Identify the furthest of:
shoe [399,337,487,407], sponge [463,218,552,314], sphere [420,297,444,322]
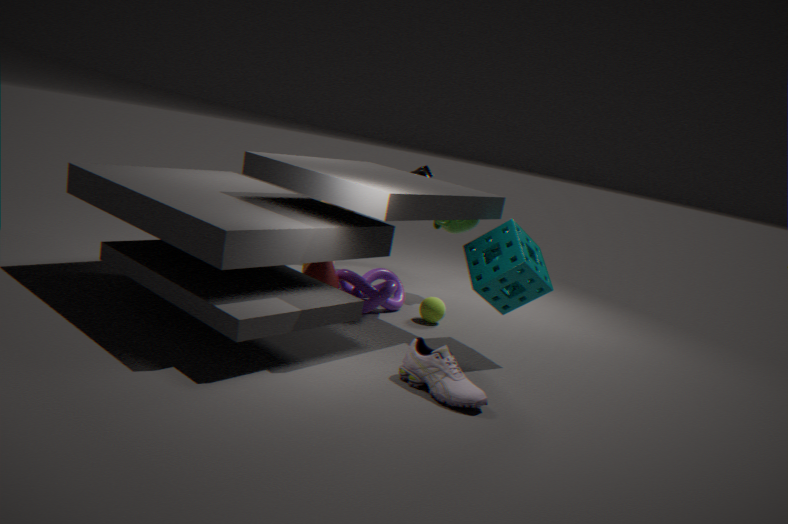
sphere [420,297,444,322]
